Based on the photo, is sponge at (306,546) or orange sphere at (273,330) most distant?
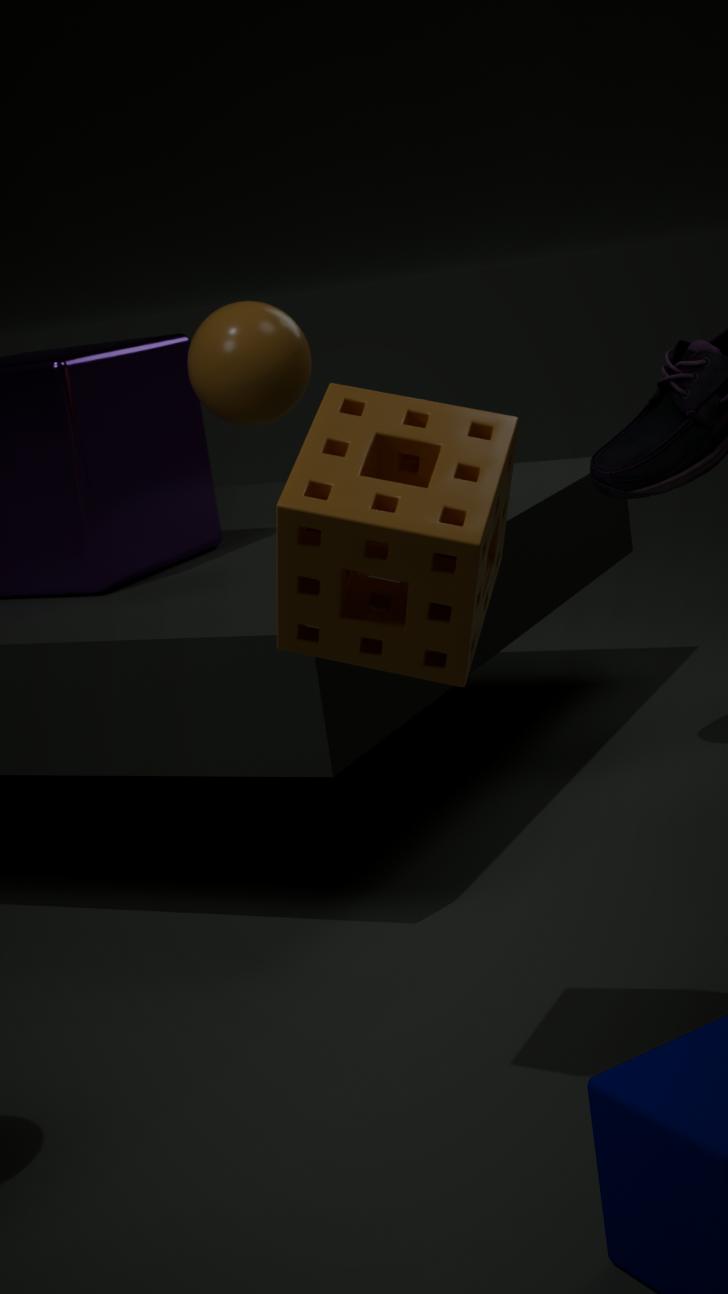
orange sphere at (273,330)
